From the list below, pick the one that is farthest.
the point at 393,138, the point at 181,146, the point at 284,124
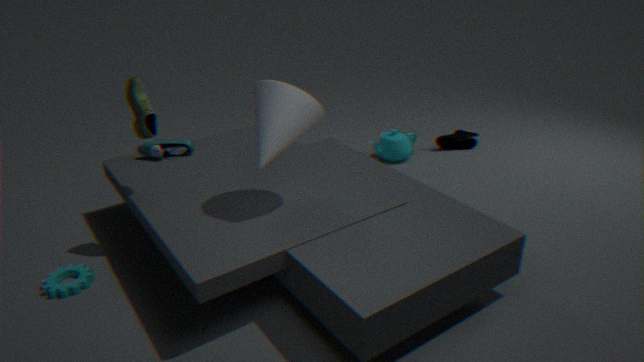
the point at 393,138
